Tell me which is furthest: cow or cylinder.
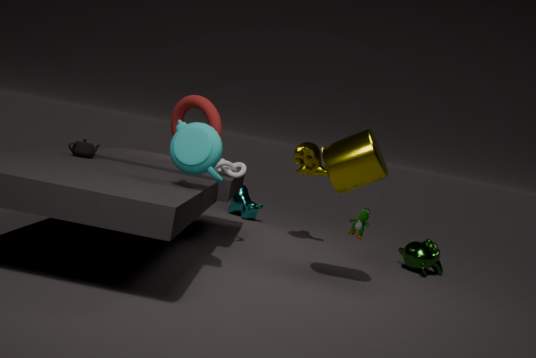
cow
